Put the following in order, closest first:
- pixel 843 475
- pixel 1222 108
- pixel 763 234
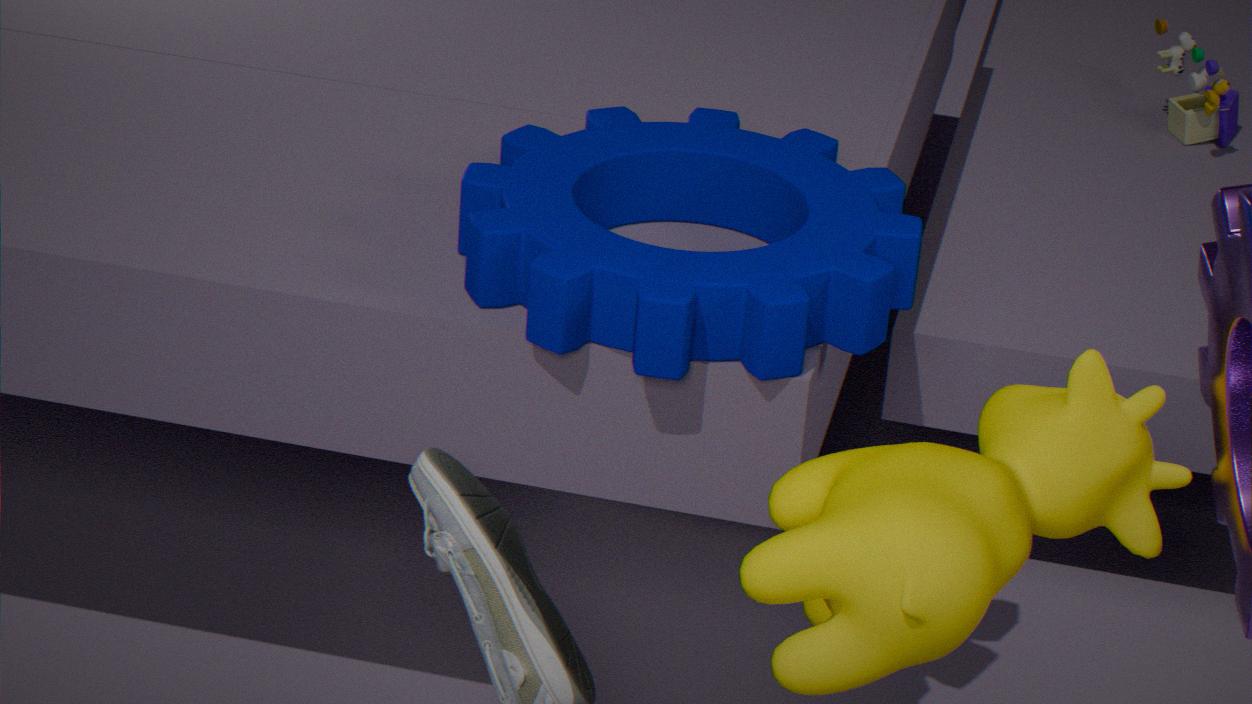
1. pixel 843 475
2. pixel 763 234
3. pixel 1222 108
